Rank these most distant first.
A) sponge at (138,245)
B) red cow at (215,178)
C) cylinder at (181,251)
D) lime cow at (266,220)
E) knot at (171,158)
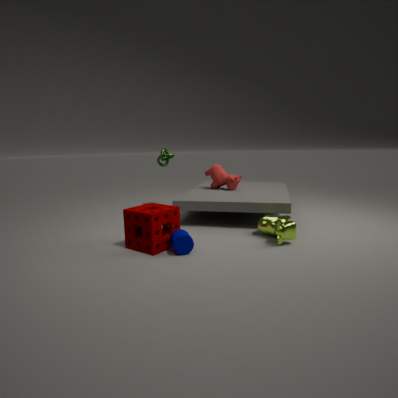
knot at (171,158) < red cow at (215,178) < lime cow at (266,220) < sponge at (138,245) < cylinder at (181,251)
